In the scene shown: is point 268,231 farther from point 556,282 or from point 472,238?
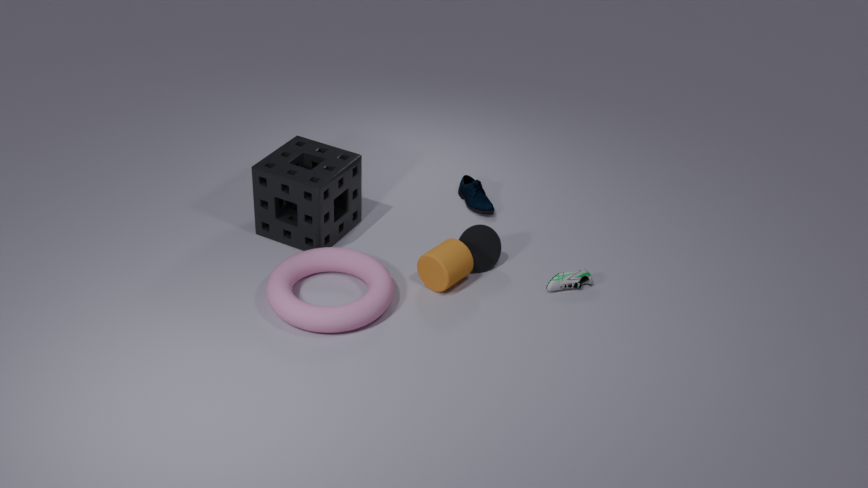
point 556,282
